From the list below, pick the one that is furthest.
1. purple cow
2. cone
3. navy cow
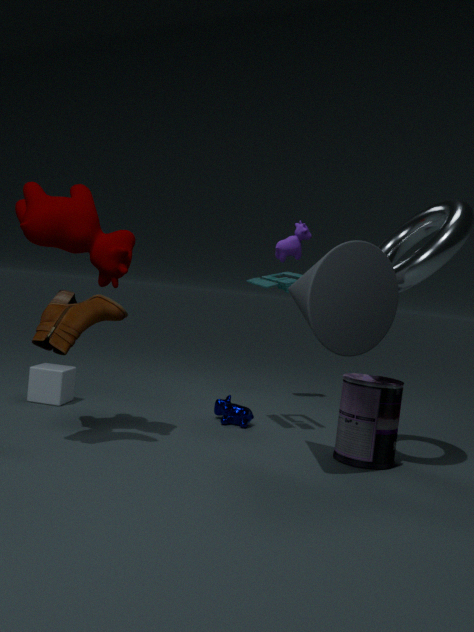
purple cow
